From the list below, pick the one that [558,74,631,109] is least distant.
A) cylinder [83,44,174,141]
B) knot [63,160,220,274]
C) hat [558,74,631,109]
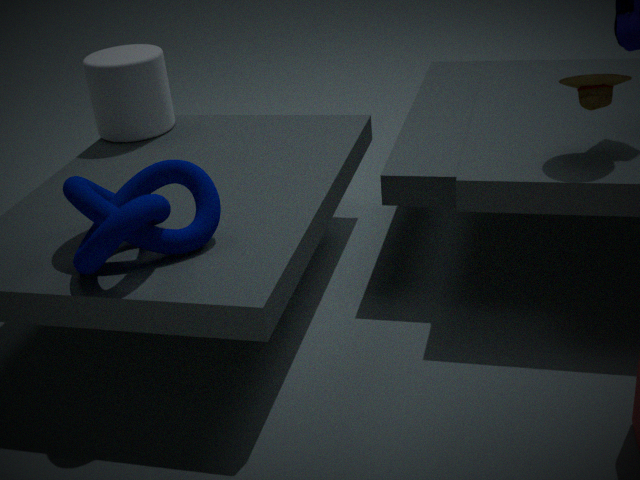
knot [63,160,220,274]
